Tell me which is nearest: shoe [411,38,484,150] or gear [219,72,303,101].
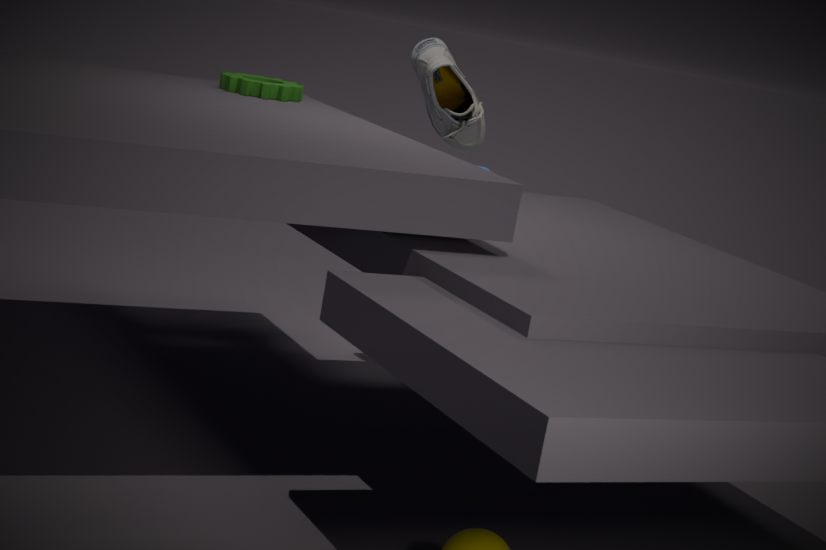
shoe [411,38,484,150]
